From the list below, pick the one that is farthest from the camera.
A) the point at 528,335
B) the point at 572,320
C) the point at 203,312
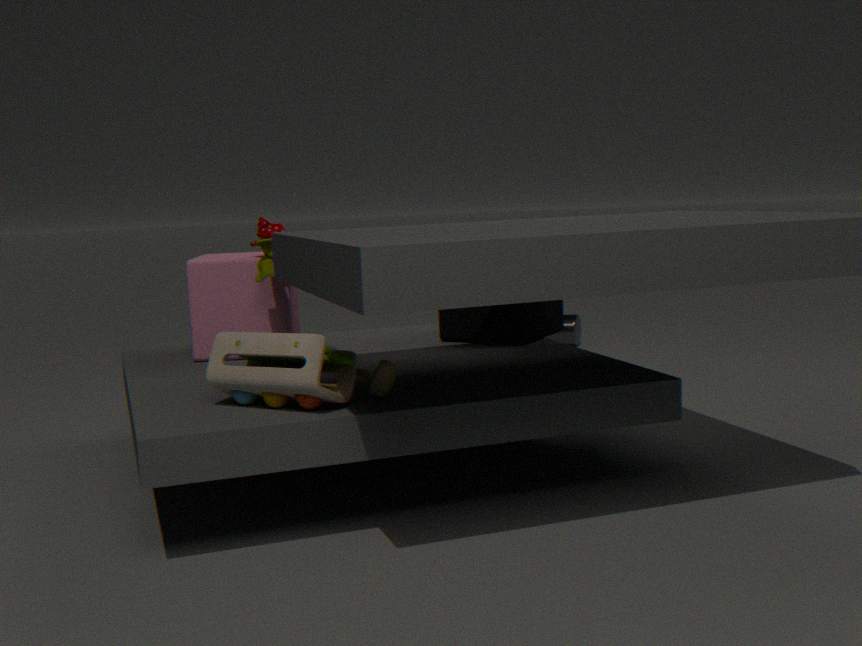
the point at 572,320
